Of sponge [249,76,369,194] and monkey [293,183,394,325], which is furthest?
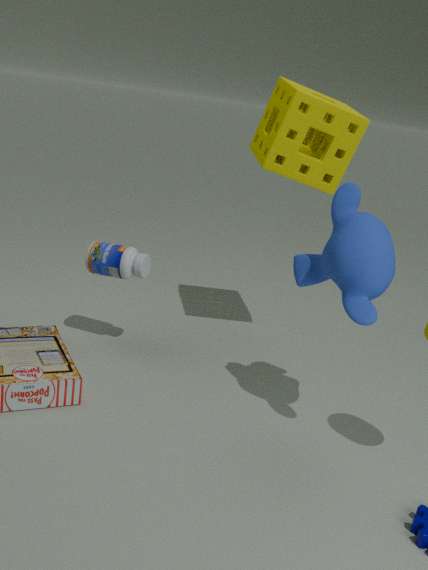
sponge [249,76,369,194]
